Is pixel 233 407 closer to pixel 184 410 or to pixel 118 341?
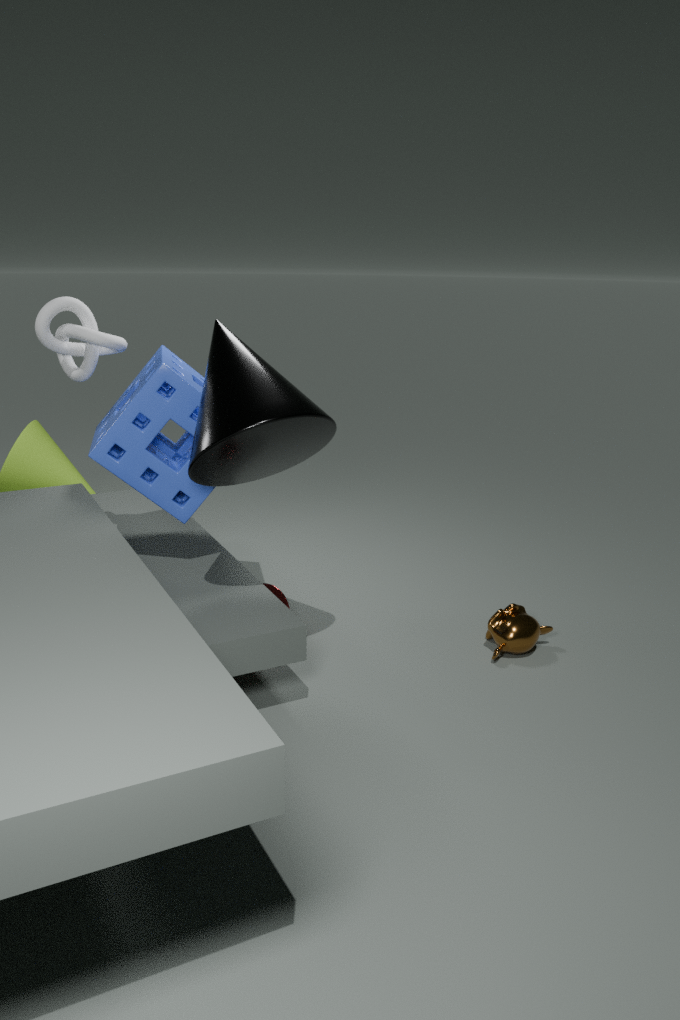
pixel 184 410
